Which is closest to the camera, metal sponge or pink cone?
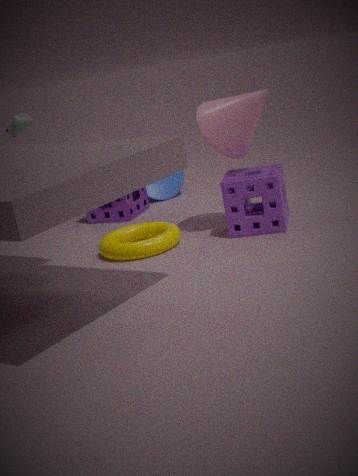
pink cone
